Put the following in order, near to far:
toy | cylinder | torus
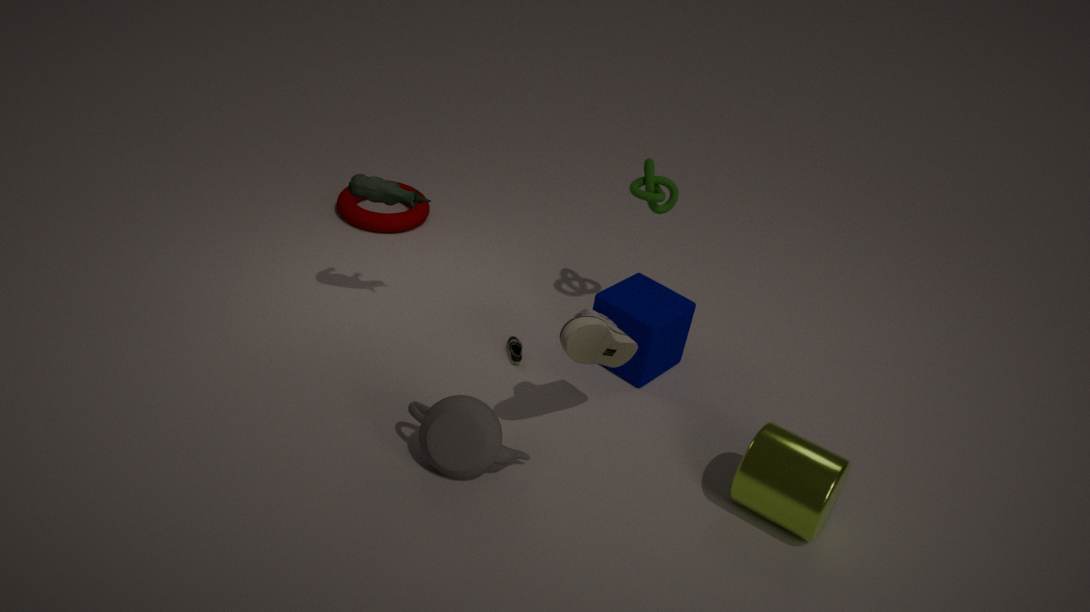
1. cylinder
2. toy
3. torus
